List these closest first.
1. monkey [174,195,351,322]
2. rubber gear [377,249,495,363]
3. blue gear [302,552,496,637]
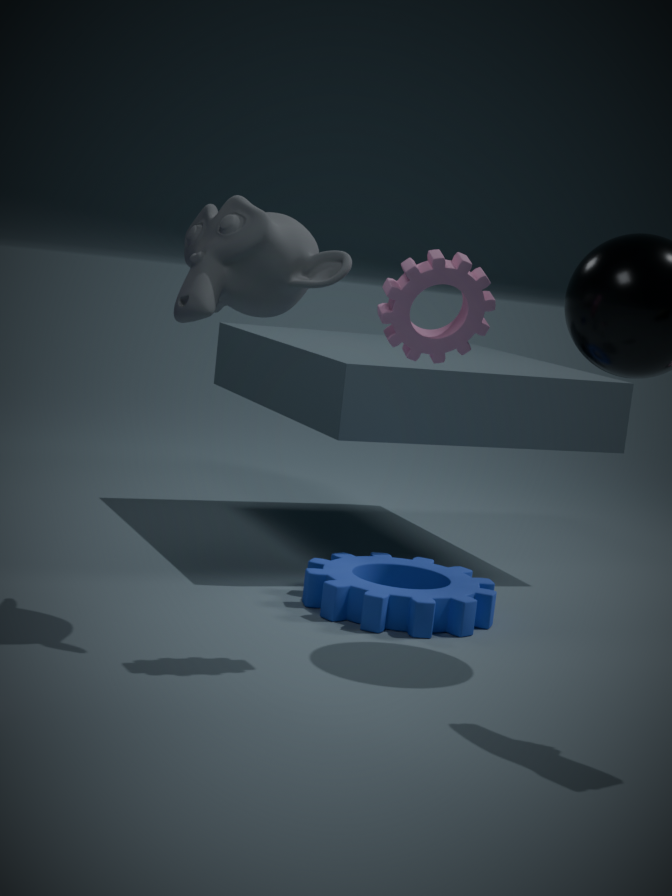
rubber gear [377,249,495,363] → monkey [174,195,351,322] → blue gear [302,552,496,637]
